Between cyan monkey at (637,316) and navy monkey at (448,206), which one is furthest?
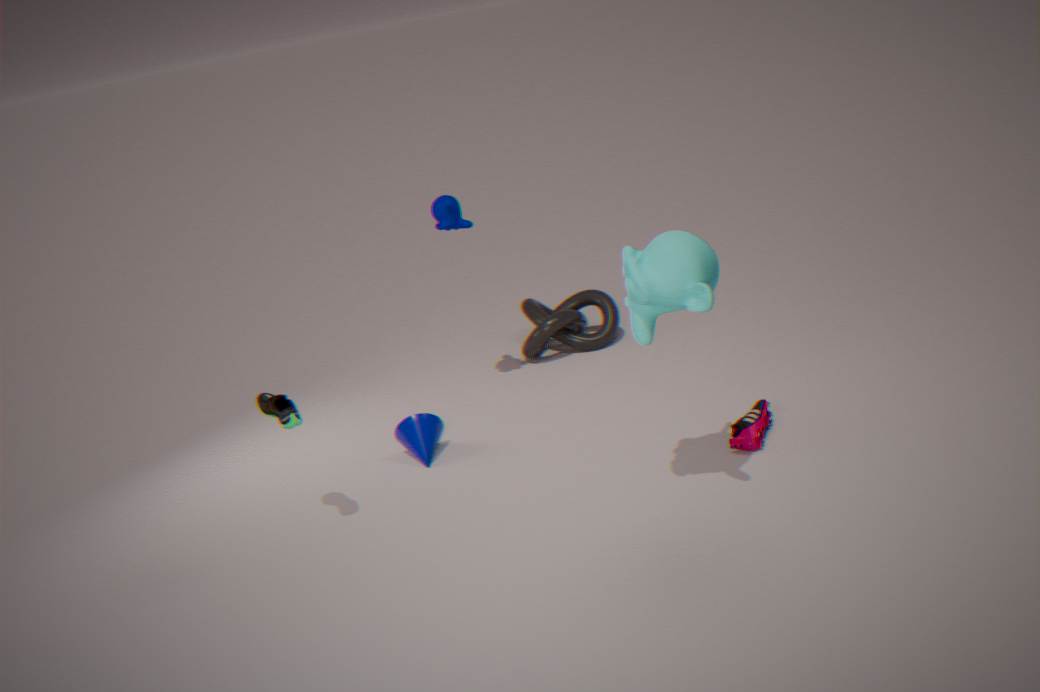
navy monkey at (448,206)
